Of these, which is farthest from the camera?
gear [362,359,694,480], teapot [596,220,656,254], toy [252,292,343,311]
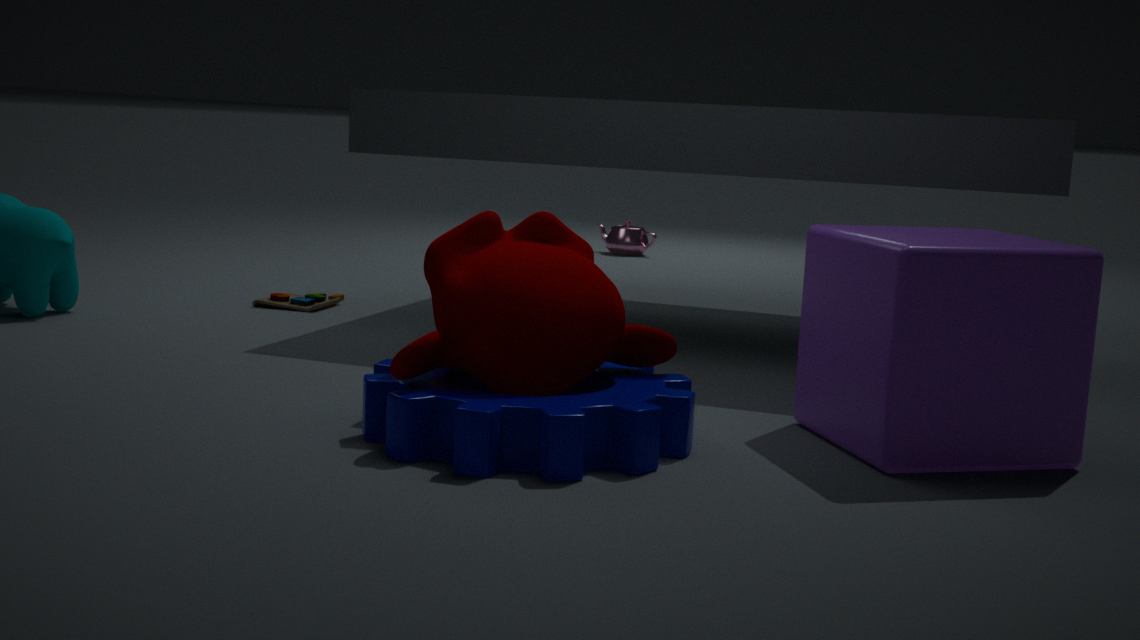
teapot [596,220,656,254]
